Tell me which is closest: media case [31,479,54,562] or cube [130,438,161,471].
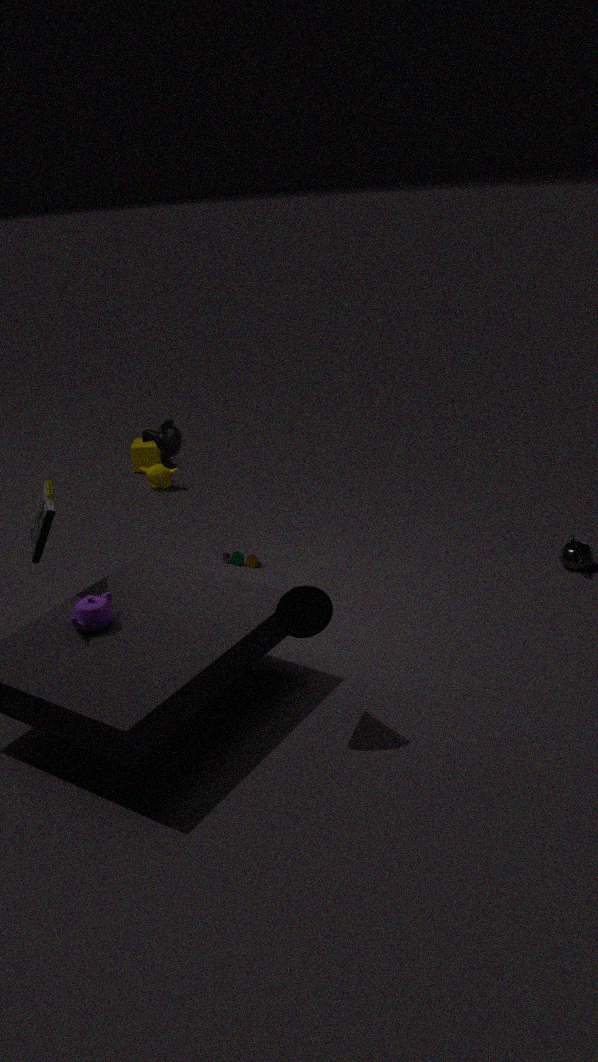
media case [31,479,54,562]
